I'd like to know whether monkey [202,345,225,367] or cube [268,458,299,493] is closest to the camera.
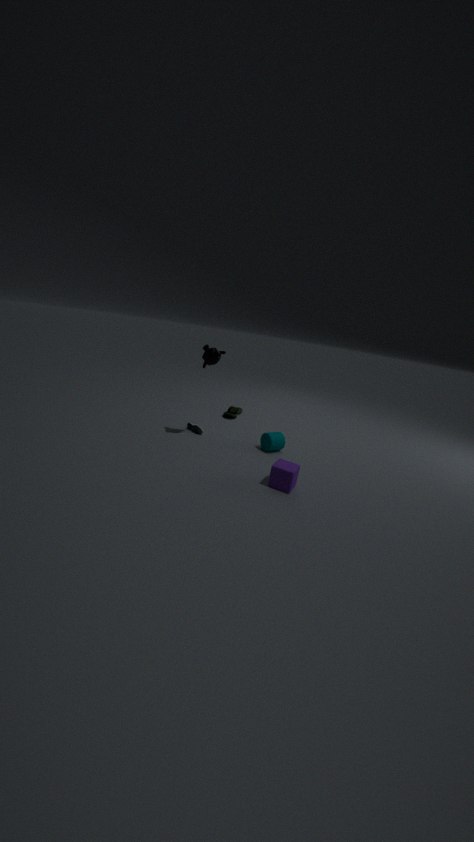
cube [268,458,299,493]
